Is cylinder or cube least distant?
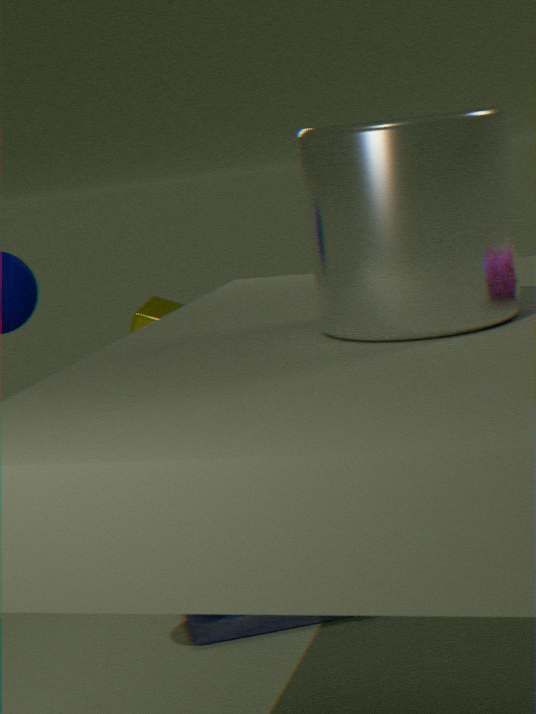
cylinder
